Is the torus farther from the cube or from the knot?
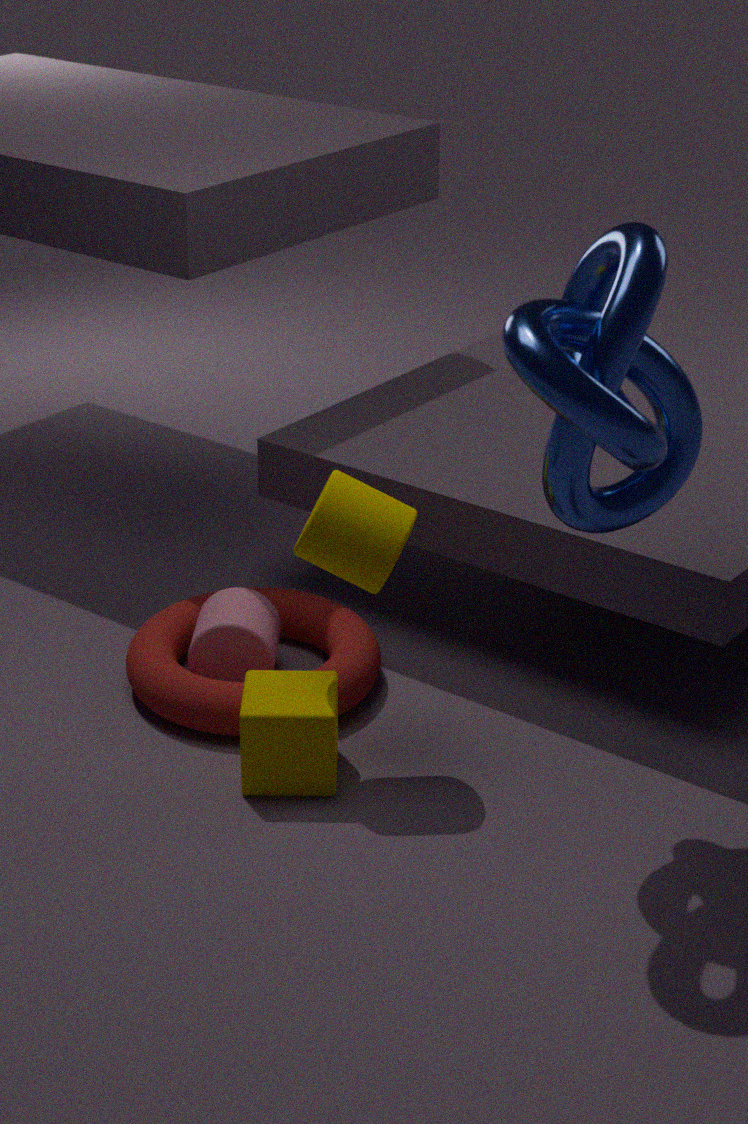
the knot
